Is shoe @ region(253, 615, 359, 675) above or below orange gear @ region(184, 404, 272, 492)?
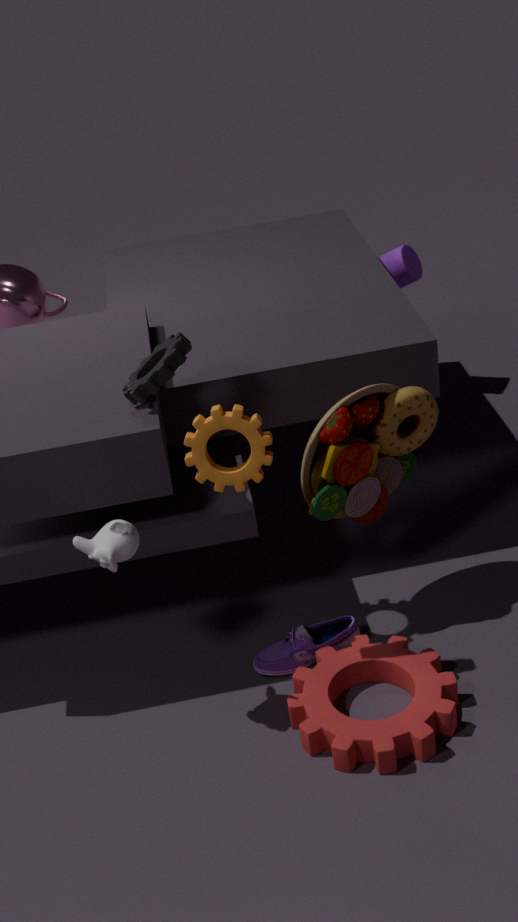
below
